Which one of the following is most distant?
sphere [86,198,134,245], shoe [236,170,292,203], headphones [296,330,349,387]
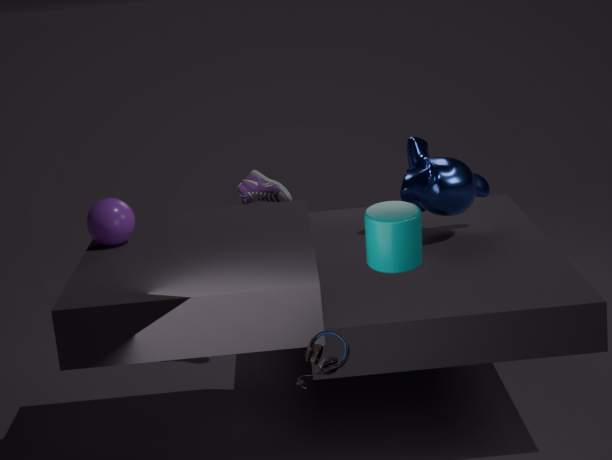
shoe [236,170,292,203]
